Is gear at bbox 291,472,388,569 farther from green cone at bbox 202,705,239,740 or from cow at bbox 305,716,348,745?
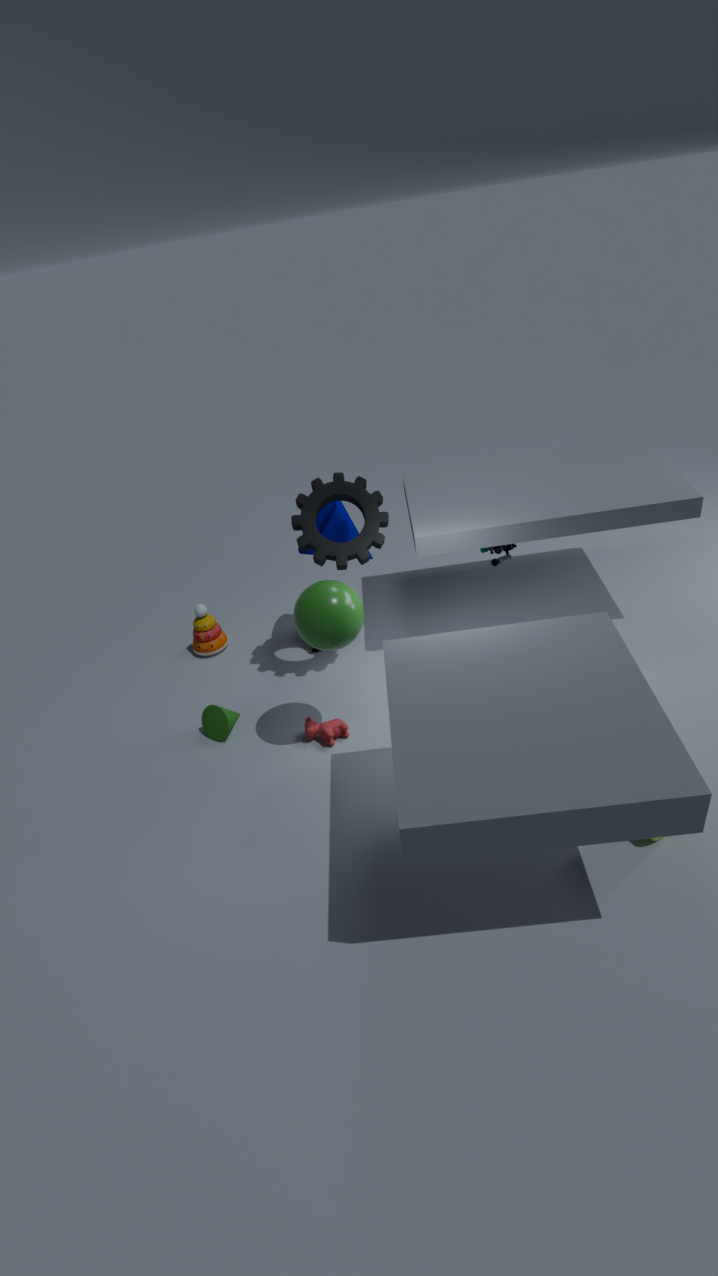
green cone at bbox 202,705,239,740
